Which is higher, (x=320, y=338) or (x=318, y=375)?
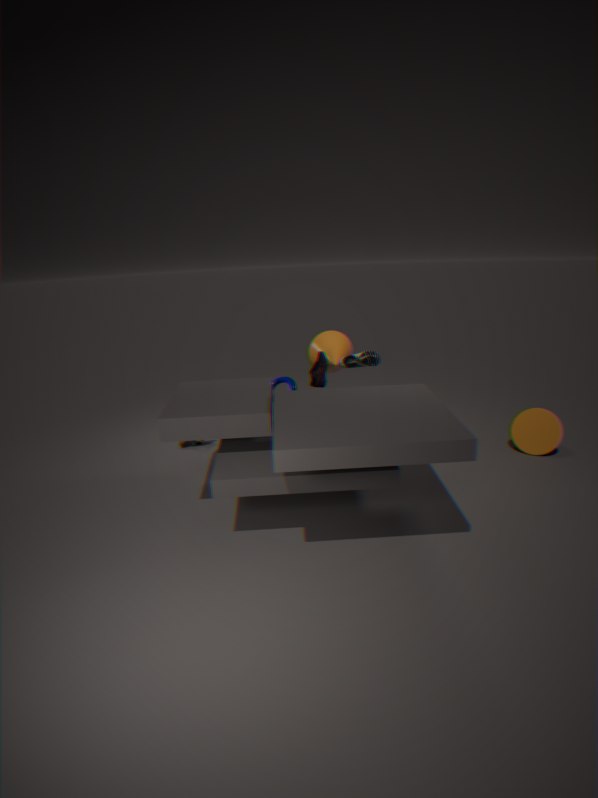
(x=320, y=338)
